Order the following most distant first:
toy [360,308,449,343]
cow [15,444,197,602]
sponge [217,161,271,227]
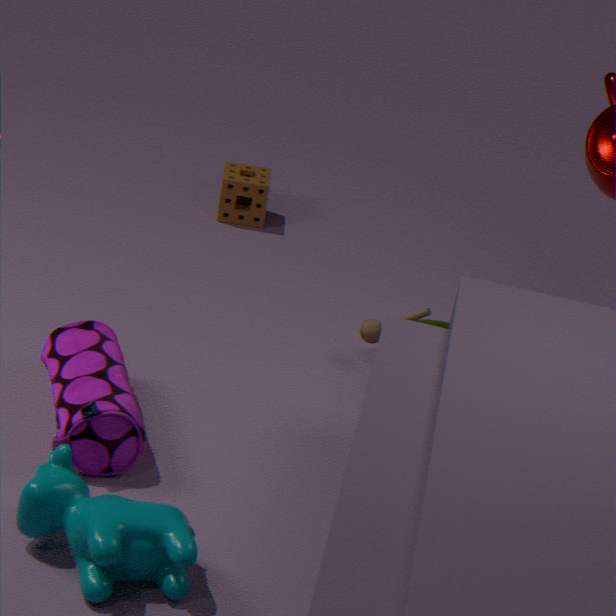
1. sponge [217,161,271,227]
2. toy [360,308,449,343]
3. cow [15,444,197,602]
